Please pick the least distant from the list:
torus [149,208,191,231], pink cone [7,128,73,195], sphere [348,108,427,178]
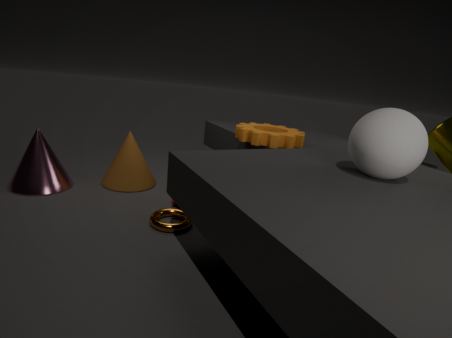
sphere [348,108,427,178]
